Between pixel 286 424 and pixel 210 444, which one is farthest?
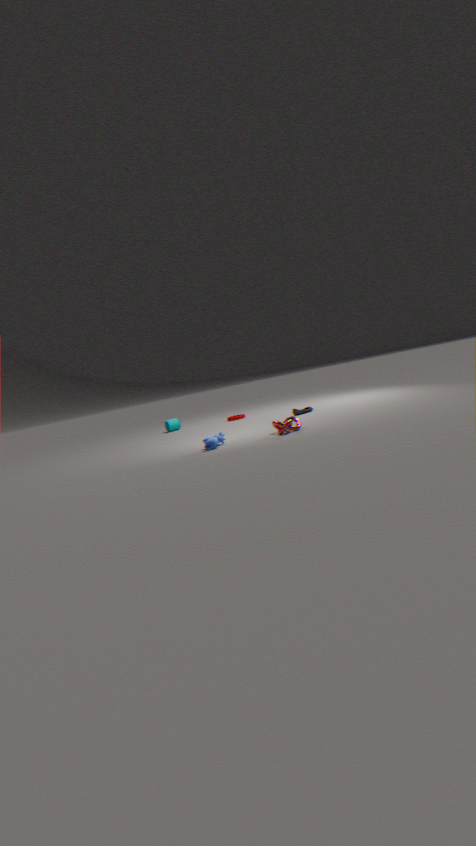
pixel 210 444
